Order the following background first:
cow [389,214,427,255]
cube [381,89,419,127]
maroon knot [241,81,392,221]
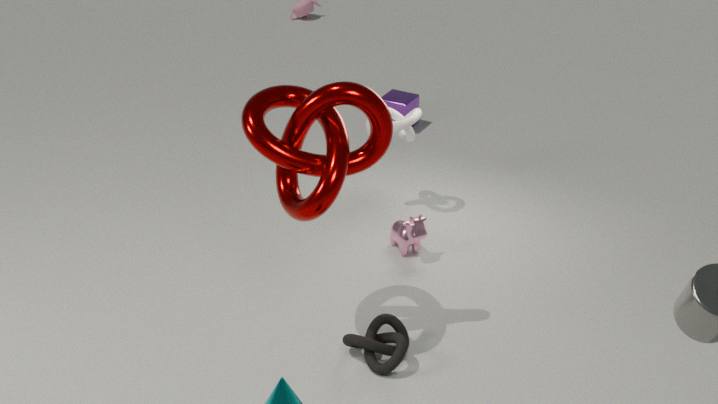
cube [381,89,419,127]
cow [389,214,427,255]
maroon knot [241,81,392,221]
